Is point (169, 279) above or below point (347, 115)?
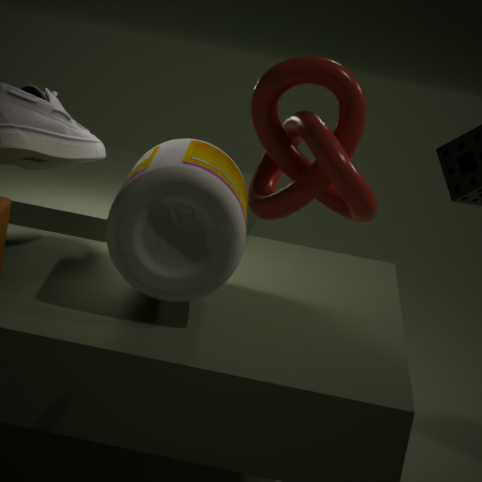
below
